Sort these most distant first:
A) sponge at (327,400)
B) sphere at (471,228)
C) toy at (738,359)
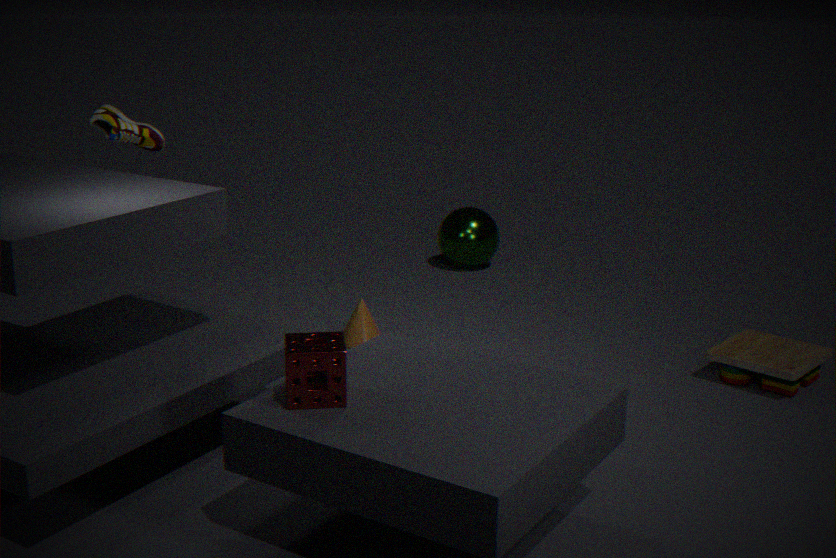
sphere at (471,228) → toy at (738,359) → sponge at (327,400)
